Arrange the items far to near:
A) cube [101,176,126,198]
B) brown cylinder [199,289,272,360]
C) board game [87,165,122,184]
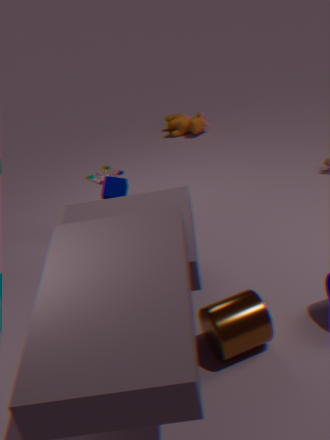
board game [87,165,122,184]
cube [101,176,126,198]
brown cylinder [199,289,272,360]
